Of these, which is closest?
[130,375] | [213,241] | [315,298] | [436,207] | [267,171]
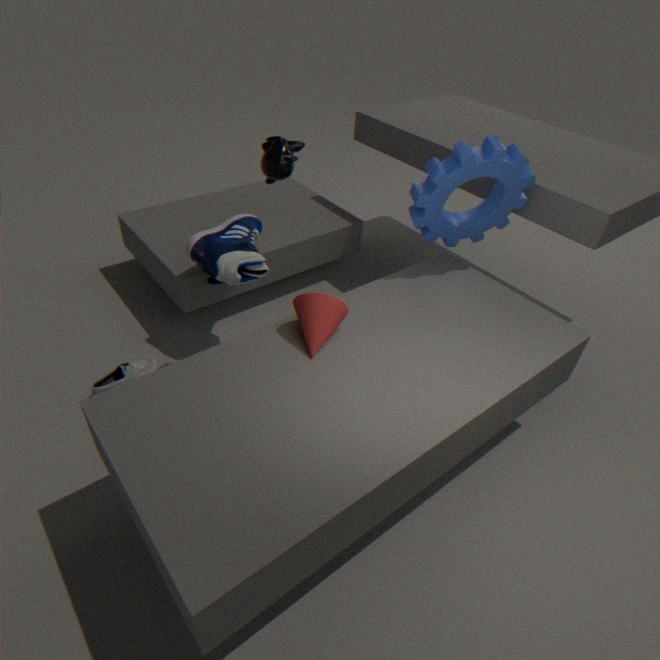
[315,298]
